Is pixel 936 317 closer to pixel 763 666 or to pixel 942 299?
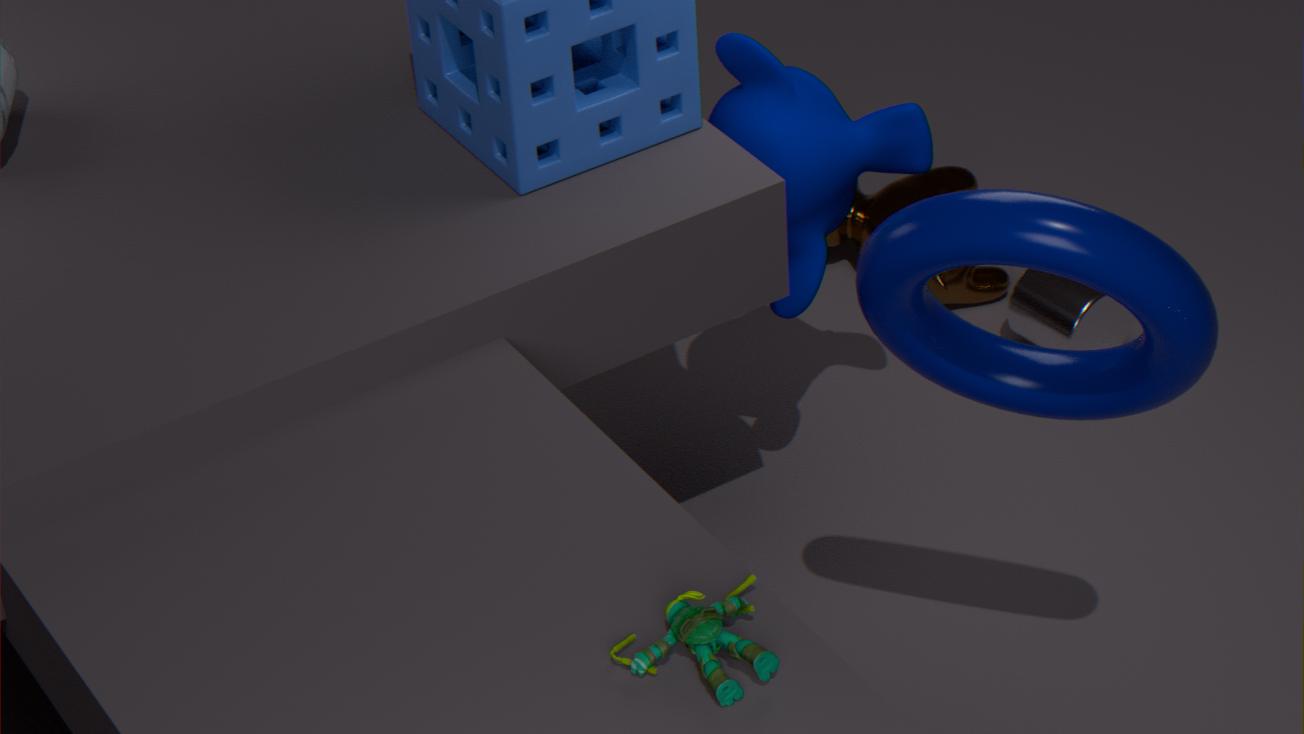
pixel 763 666
